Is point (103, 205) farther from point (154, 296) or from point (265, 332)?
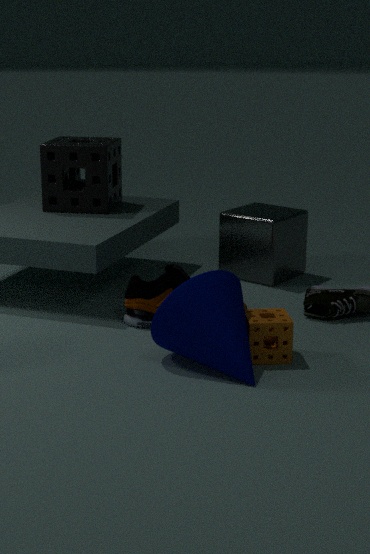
point (265, 332)
